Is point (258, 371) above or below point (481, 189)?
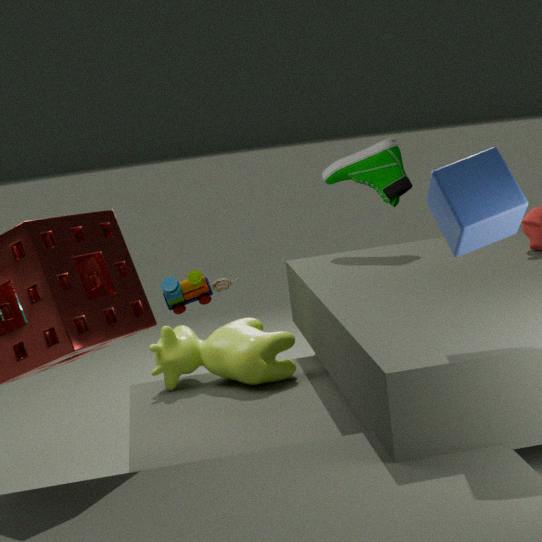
below
